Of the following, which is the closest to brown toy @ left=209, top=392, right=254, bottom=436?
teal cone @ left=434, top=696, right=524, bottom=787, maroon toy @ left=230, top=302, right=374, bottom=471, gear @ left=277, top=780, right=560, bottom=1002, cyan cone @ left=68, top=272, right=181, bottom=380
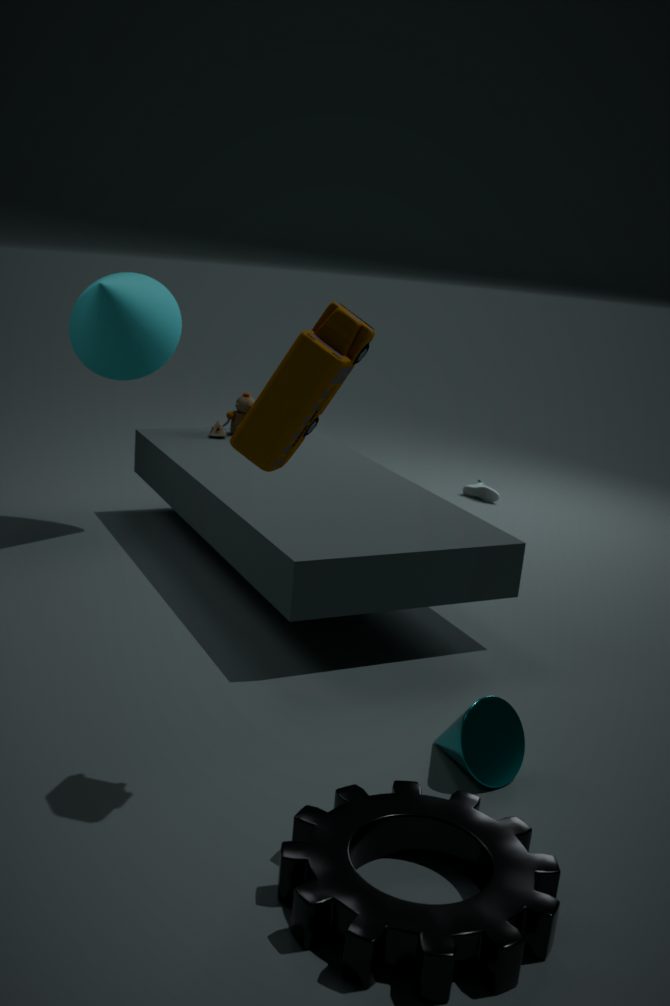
cyan cone @ left=68, top=272, right=181, bottom=380
